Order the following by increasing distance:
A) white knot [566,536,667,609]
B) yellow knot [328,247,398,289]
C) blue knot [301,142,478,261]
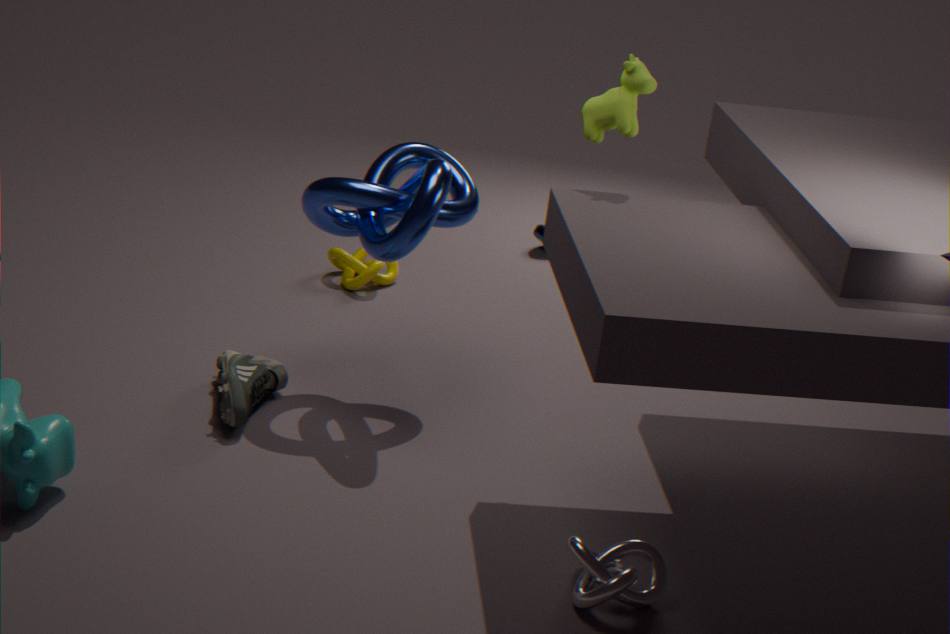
white knot [566,536,667,609] → blue knot [301,142,478,261] → yellow knot [328,247,398,289]
